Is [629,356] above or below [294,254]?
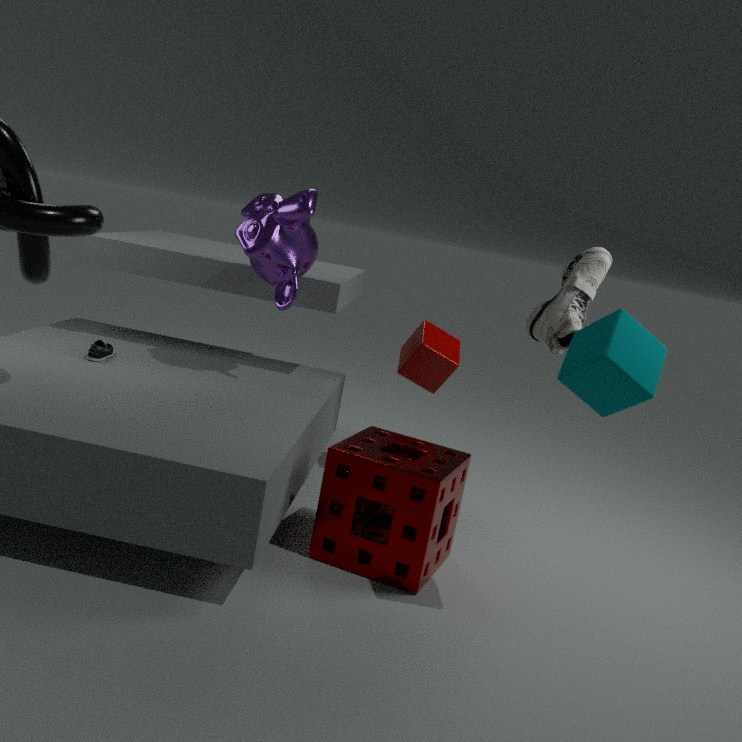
below
